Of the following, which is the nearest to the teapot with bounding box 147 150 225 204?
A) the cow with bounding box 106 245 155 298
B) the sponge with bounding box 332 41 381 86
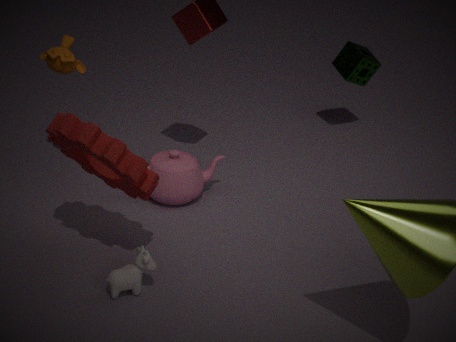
the cow with bounding box 106 245 155 298
